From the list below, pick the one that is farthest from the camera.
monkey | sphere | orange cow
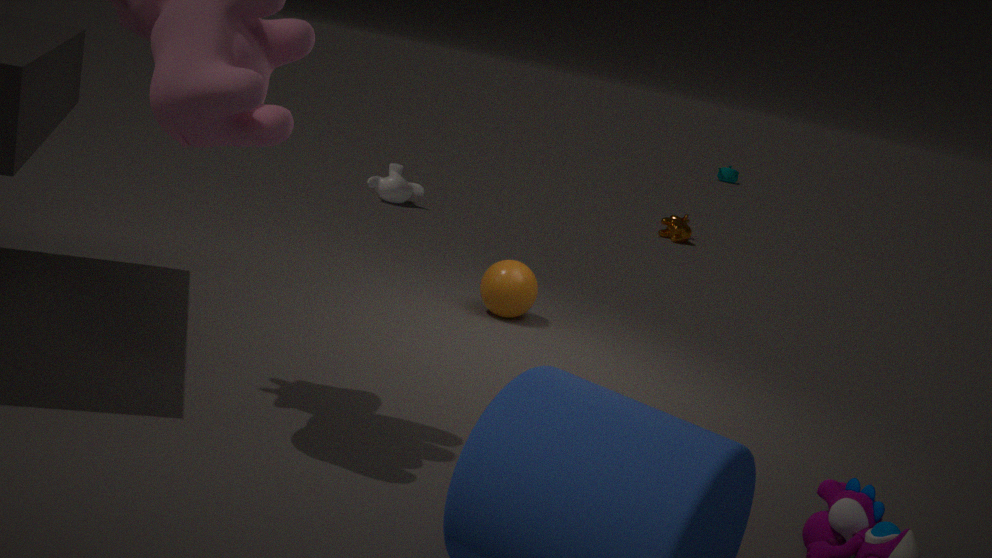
orange cow
